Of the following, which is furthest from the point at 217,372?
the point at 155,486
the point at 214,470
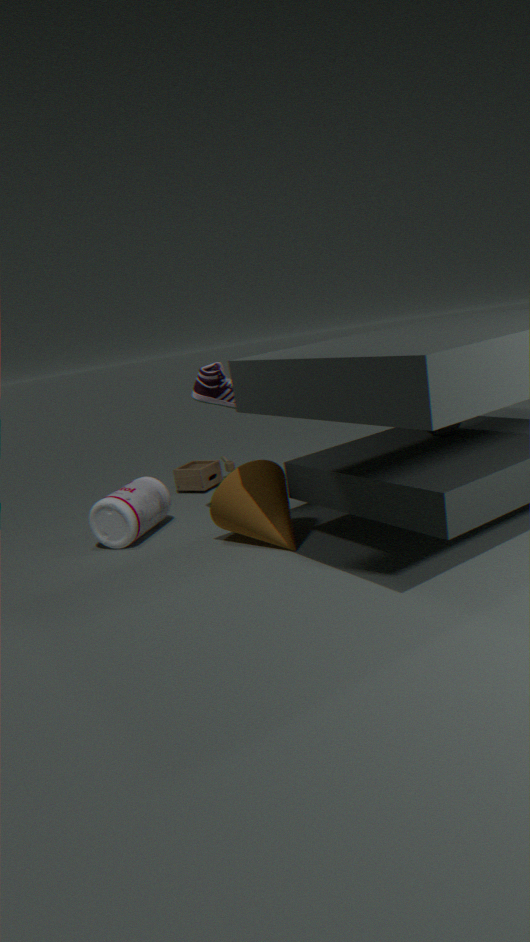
the point at 214,470
